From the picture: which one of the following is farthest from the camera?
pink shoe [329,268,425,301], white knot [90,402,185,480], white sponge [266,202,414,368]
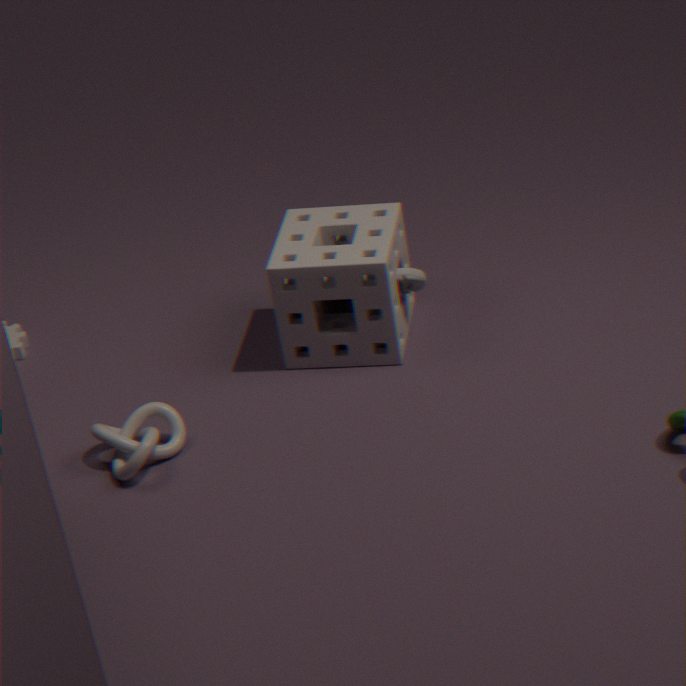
pink shoe [329,268,425,301]
